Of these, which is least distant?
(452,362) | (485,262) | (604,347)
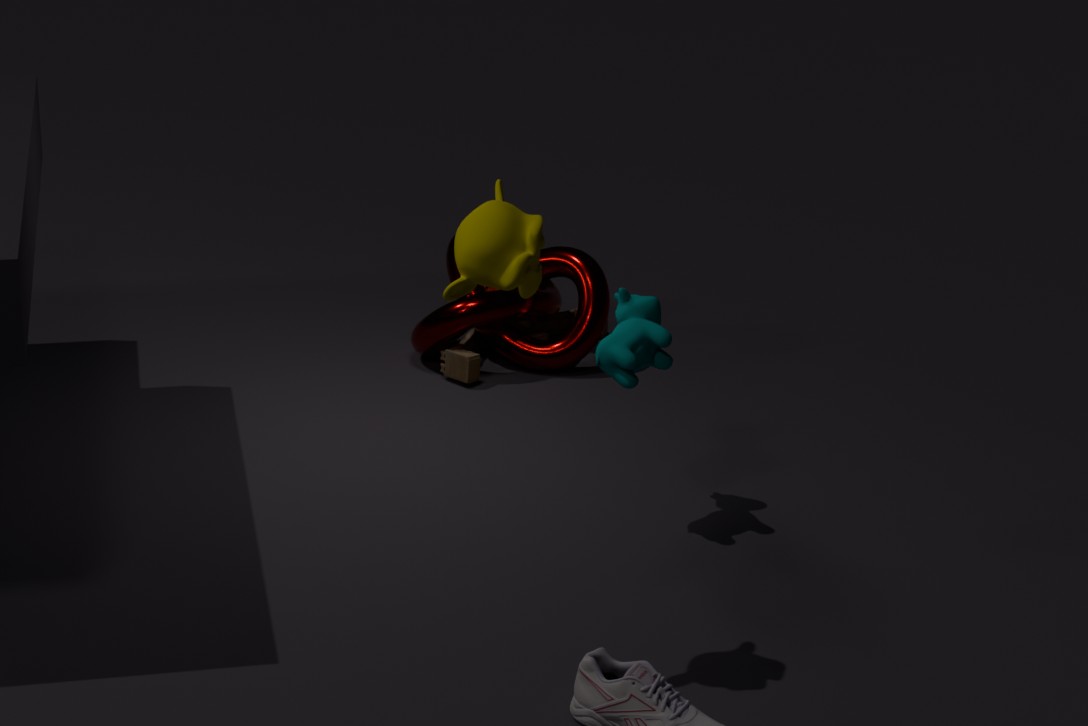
(485,262)
